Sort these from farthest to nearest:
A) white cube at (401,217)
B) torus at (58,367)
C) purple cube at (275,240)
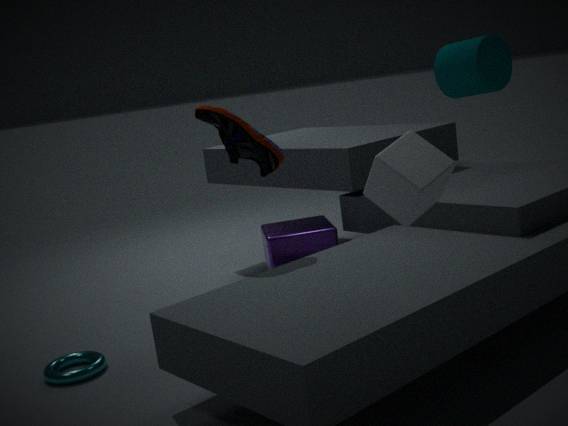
purple cube at (275,240), torus at (58,367), white cube at (401,217)
